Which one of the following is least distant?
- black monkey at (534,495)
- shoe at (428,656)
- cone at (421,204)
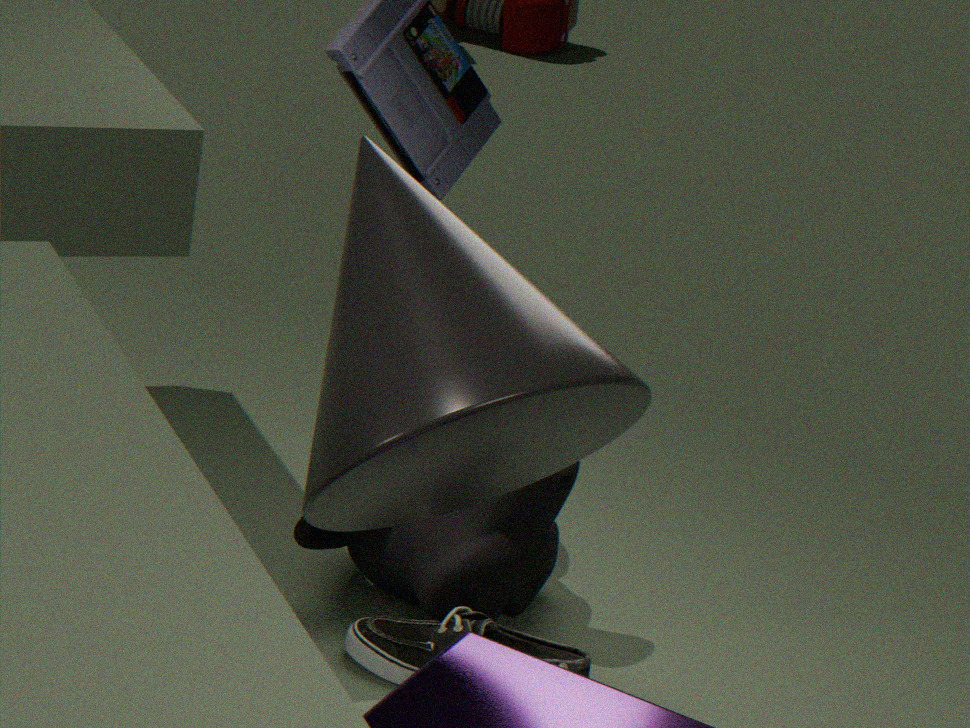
cone at (421,204)
